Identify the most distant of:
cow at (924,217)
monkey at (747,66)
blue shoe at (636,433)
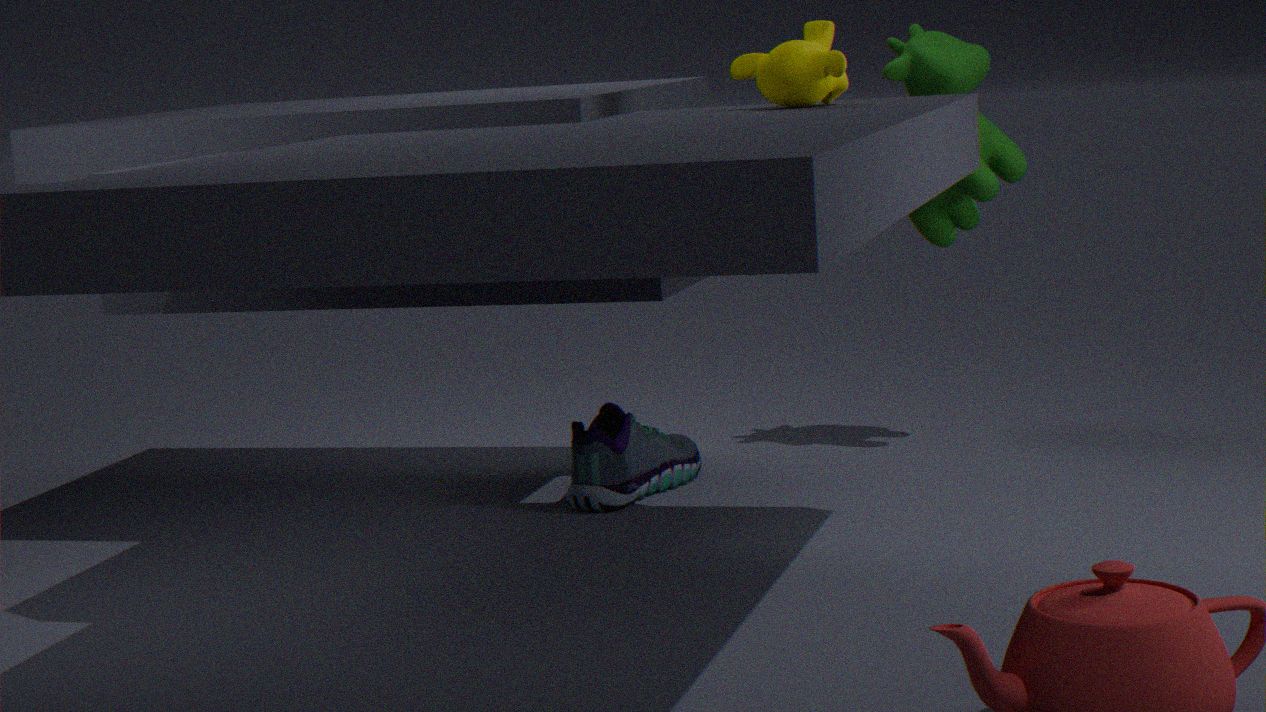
cow at (924,217)
